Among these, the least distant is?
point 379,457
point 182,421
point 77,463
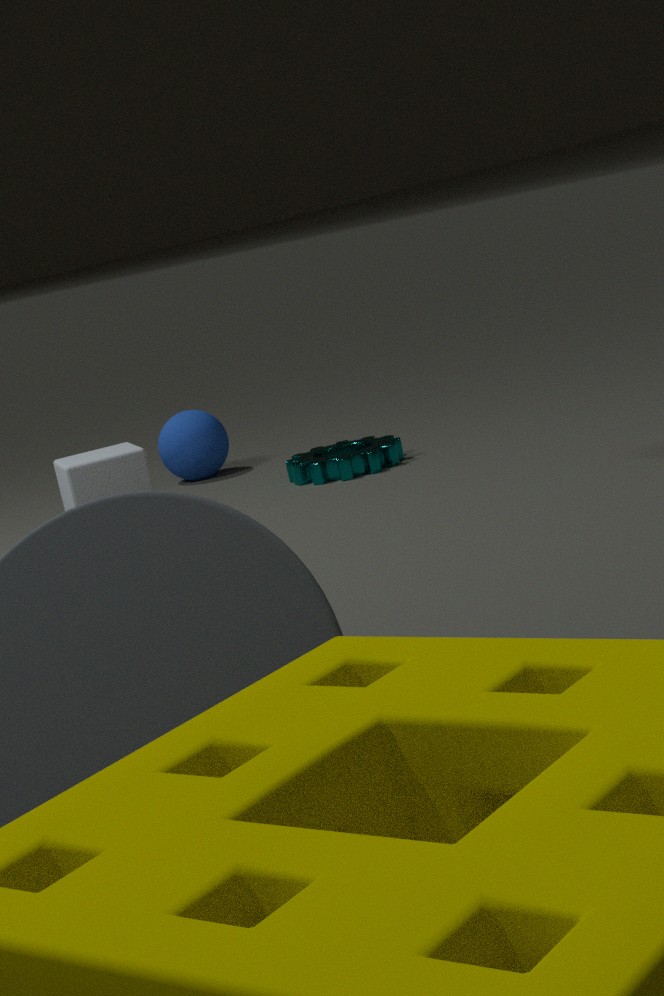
point 77,463
